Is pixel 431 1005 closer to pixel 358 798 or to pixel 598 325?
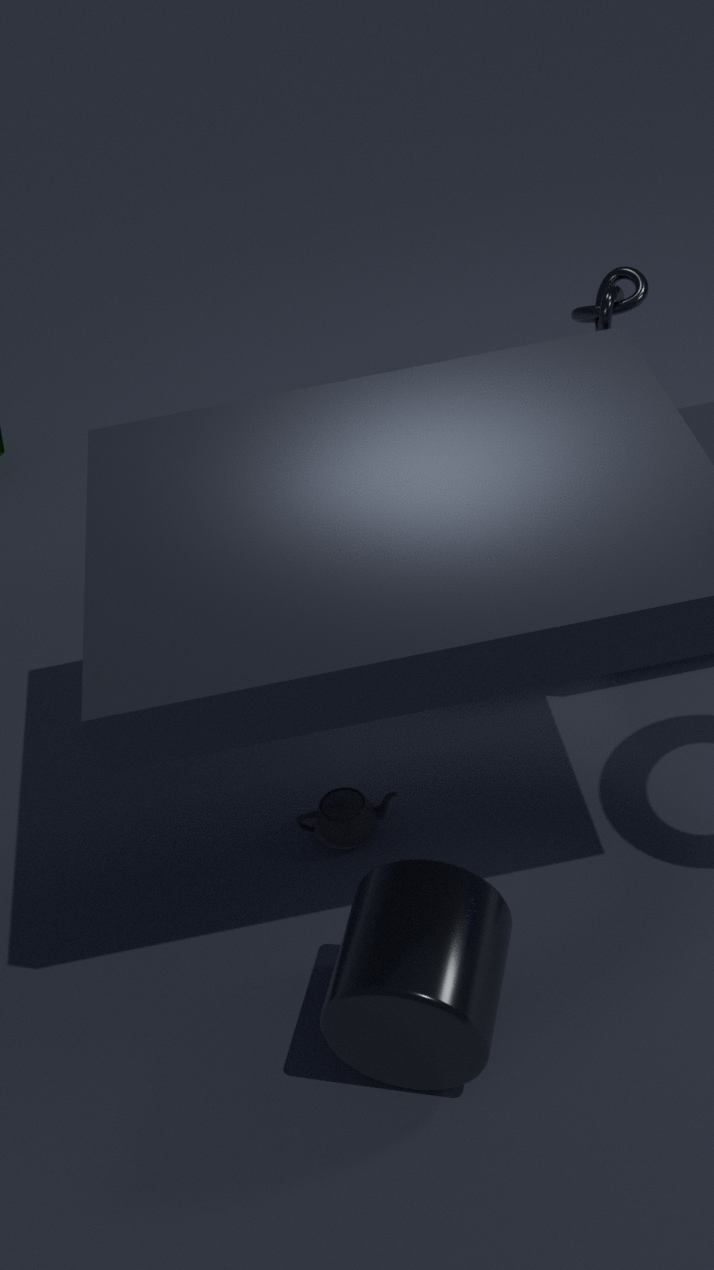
pixel 358 798
